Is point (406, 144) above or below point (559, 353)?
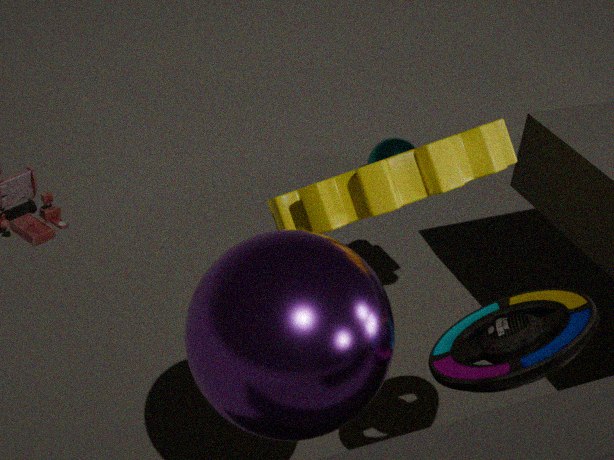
below
